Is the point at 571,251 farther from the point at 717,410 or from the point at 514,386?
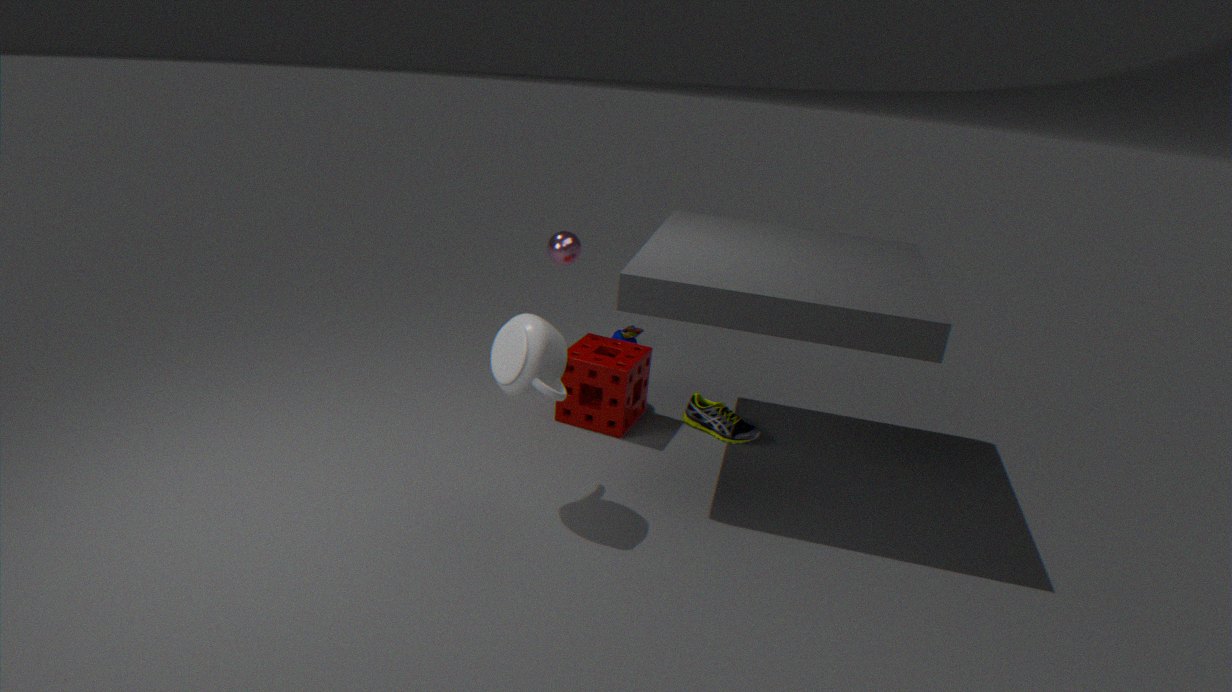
the point at 717,410
